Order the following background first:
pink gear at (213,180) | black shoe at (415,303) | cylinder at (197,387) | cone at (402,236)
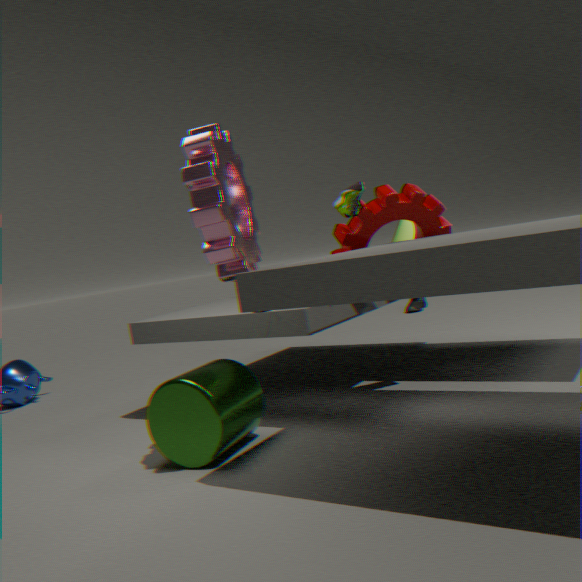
black shoe at (415,303), cone at (402,236), cylinder at (197,387), pink gear at (213,180)
